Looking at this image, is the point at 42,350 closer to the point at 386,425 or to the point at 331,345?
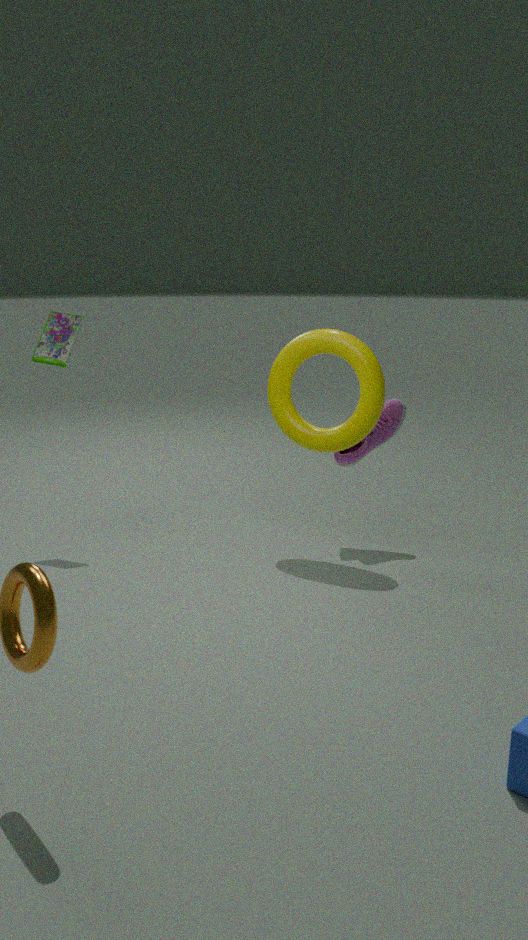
the point at 331,345
